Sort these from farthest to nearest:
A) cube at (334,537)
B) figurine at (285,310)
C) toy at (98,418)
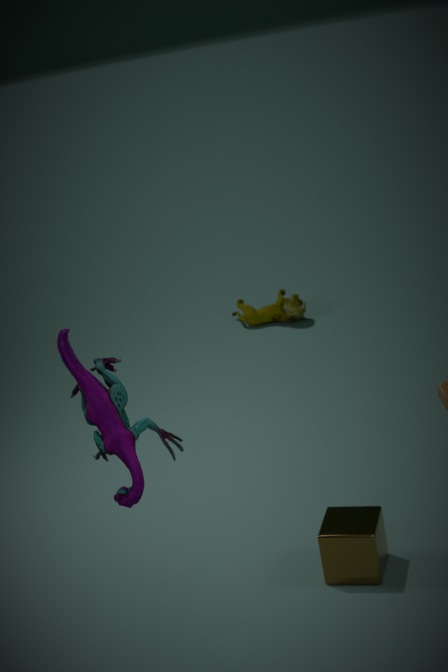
figurine at (285,310) < cube at (334,537) < toy at (98,418)
